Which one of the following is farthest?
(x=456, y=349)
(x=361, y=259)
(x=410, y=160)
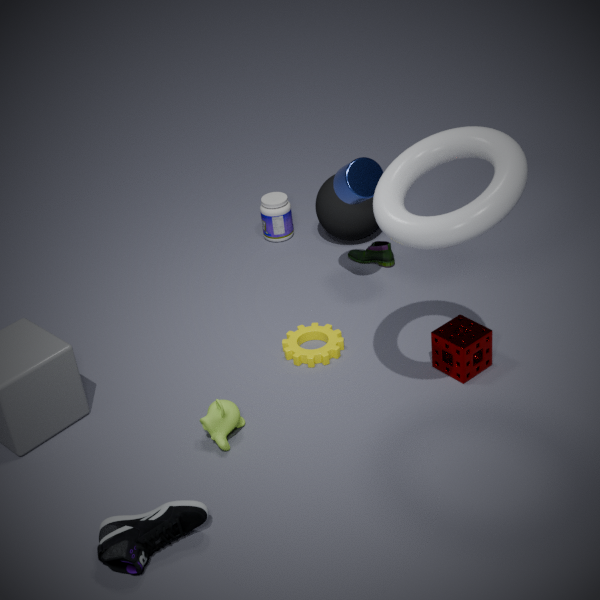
(x=361, y=259)
